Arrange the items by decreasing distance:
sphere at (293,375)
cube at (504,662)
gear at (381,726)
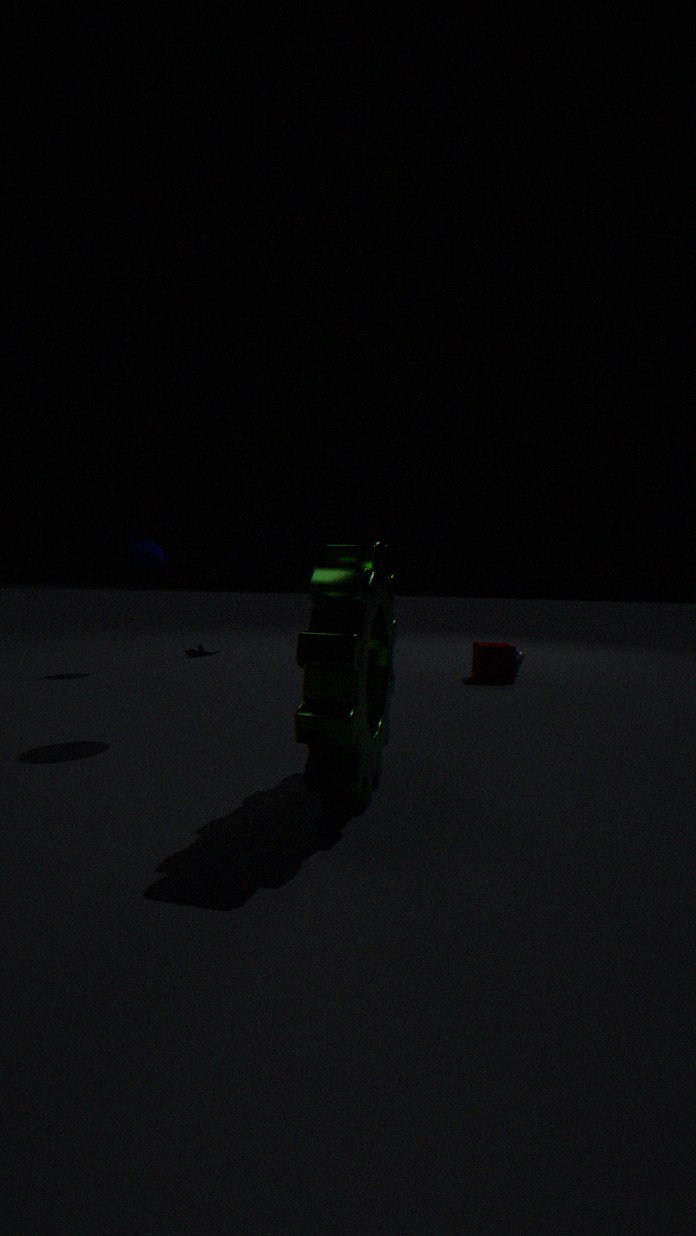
cube at (504,662) → sphere at (293,375) → gear at (381,726)
